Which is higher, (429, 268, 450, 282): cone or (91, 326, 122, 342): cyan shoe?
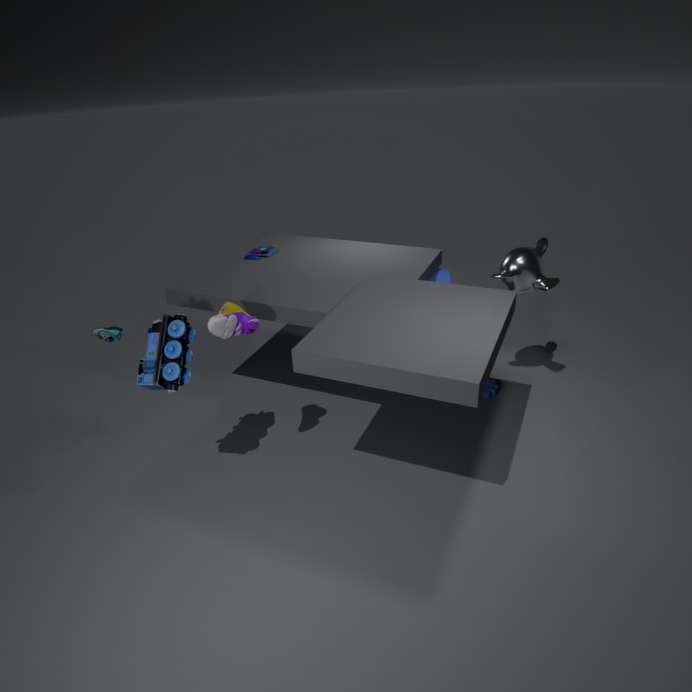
(91, 326, 122, 342): cyan shoe
